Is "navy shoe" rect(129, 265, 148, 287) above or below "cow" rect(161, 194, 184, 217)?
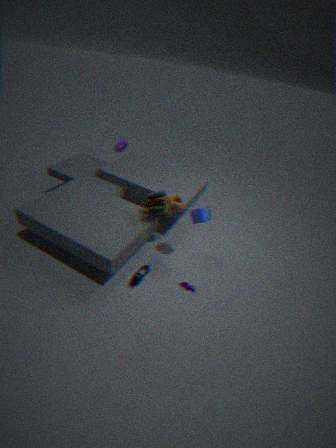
below
